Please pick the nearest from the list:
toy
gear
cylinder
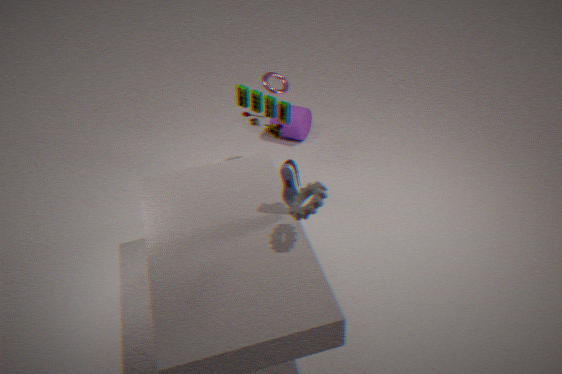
gear
